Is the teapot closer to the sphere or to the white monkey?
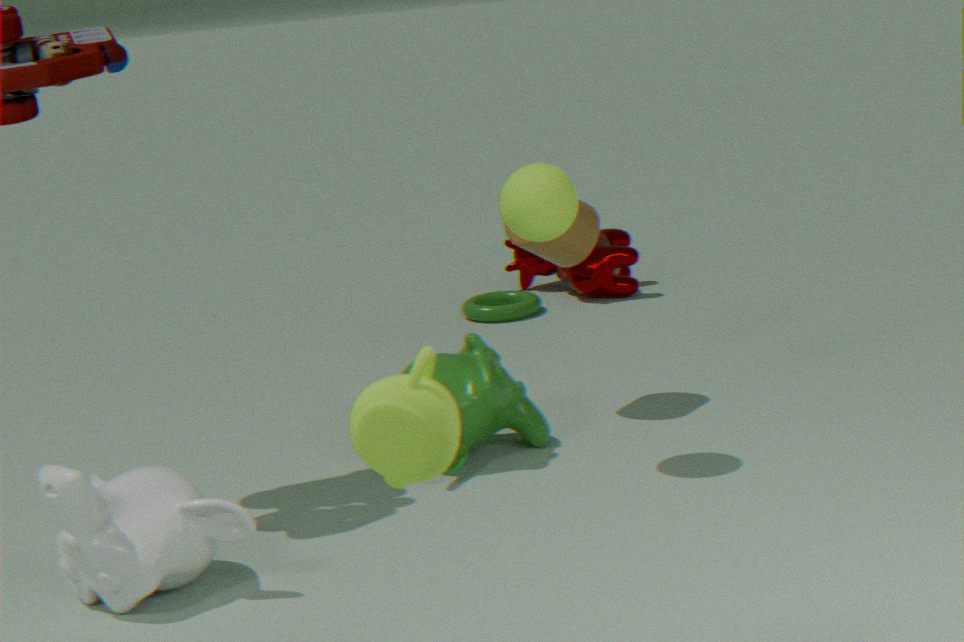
the white monkey
